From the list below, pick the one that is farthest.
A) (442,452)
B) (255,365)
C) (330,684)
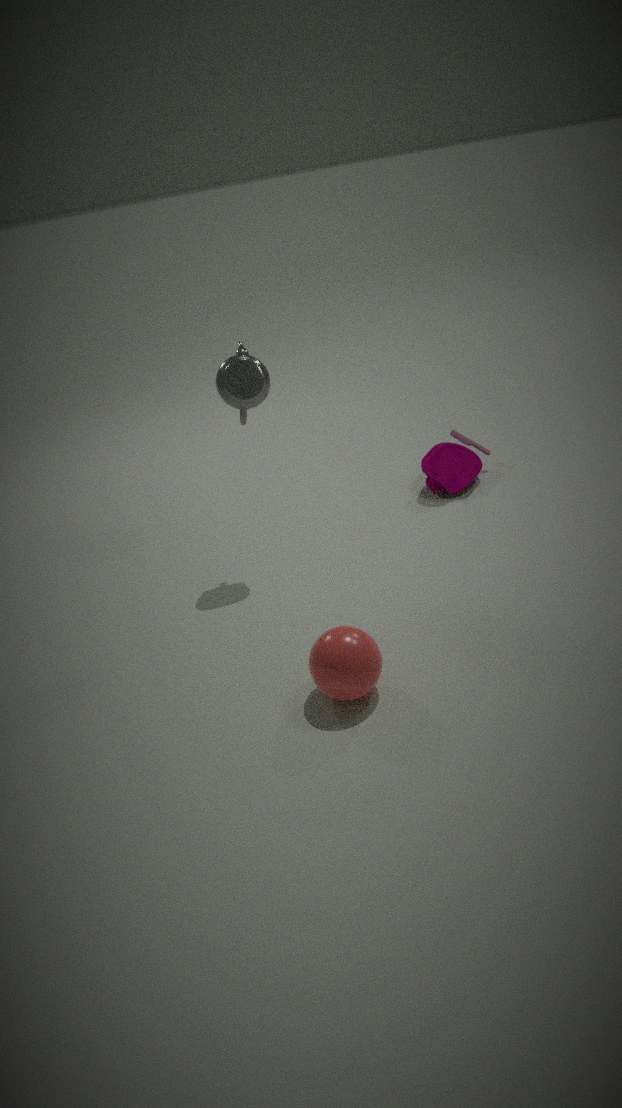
(442,452)
